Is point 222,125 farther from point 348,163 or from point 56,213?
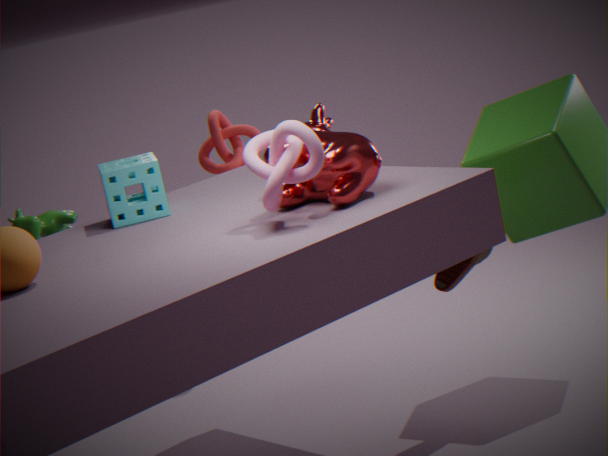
point 348,163
